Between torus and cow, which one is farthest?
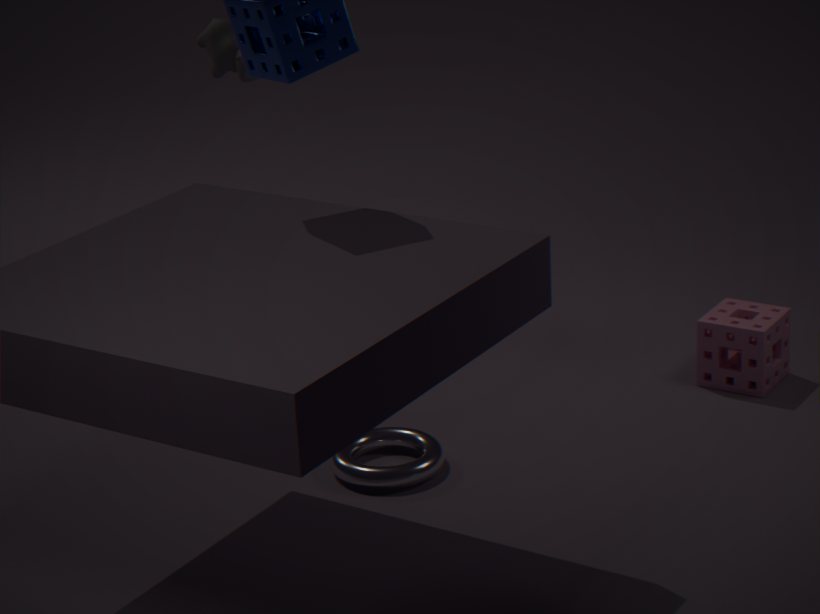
cow
